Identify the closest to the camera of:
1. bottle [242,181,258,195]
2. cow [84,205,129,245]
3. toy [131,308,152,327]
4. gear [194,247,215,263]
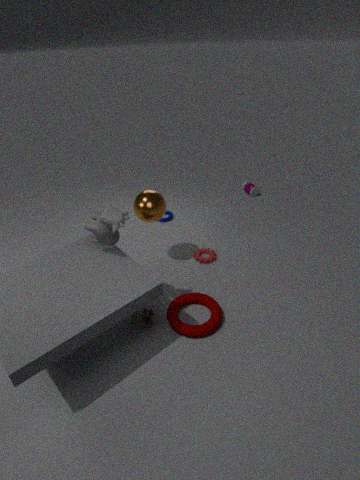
cow [84,205,129,245]
